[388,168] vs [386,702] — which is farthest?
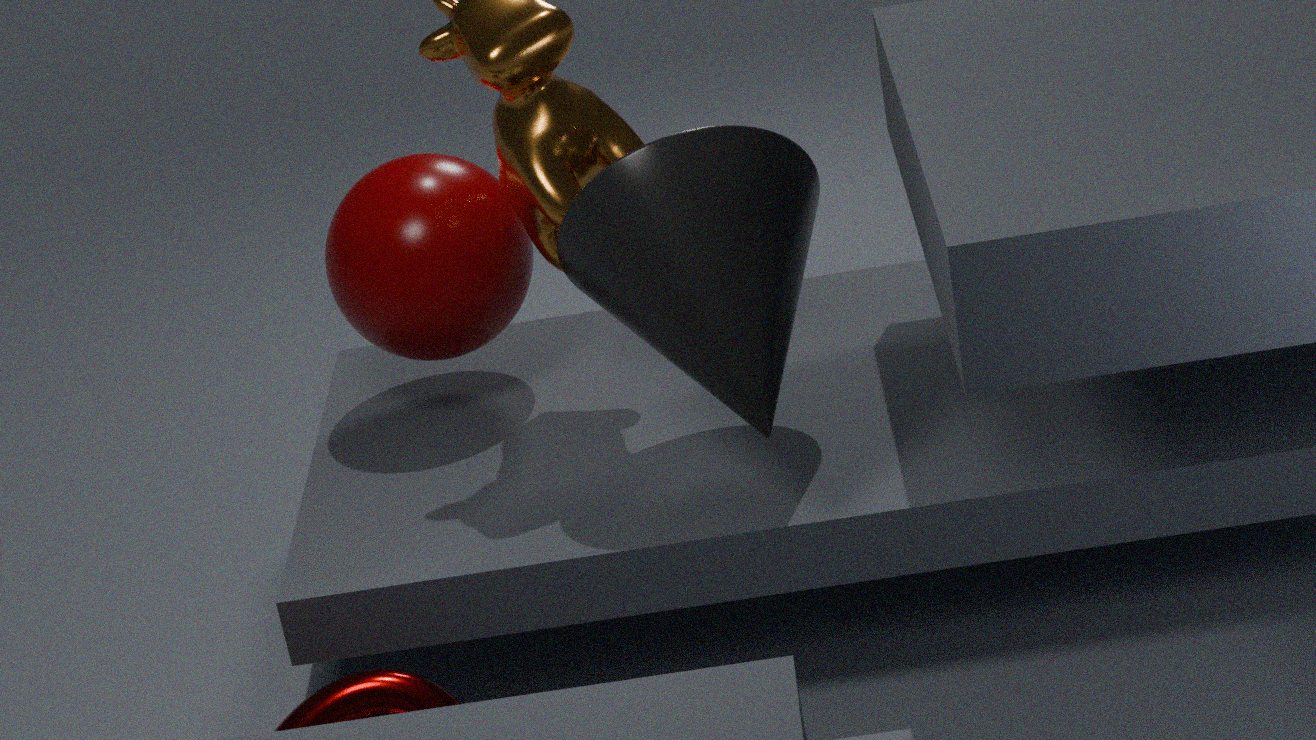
[388,168]
